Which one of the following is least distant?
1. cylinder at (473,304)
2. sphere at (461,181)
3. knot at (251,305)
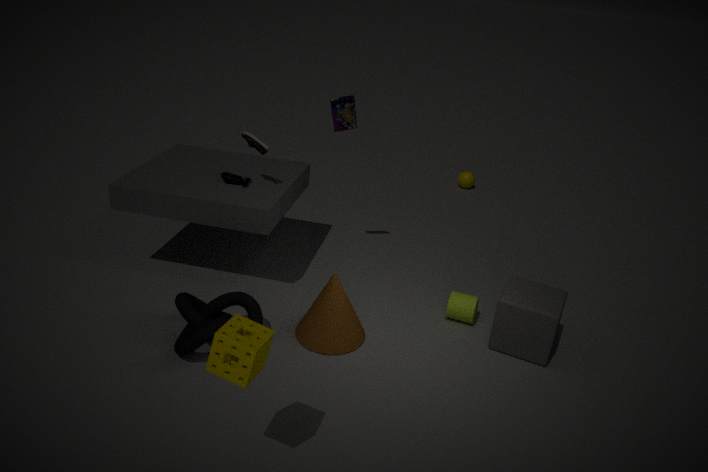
knot at (251,305)
